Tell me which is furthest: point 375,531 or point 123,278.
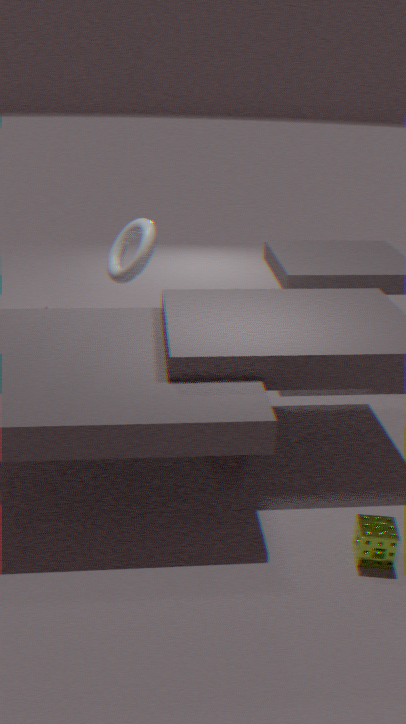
point 123,278
